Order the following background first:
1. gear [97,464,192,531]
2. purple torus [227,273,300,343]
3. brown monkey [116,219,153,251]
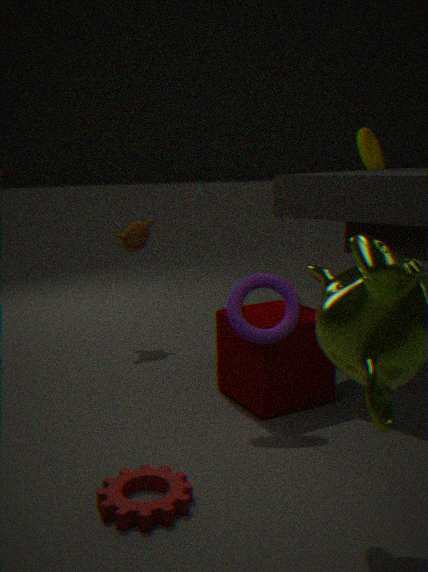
brown monkey [116,219,153,251], purple torus [227,273,300,343], gear [97,464,192,531]
